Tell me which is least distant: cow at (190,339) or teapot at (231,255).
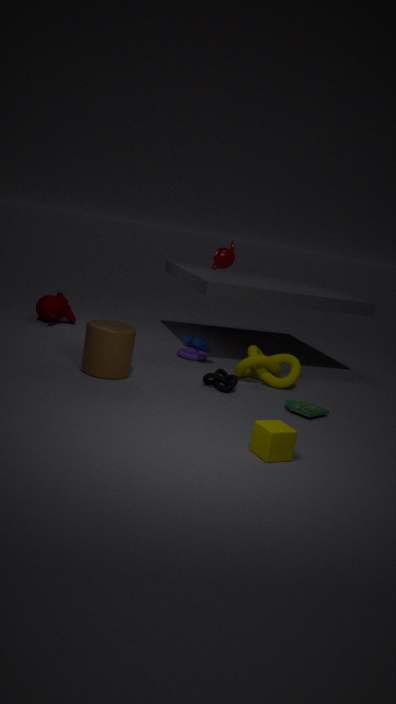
teapot at (231,255)
